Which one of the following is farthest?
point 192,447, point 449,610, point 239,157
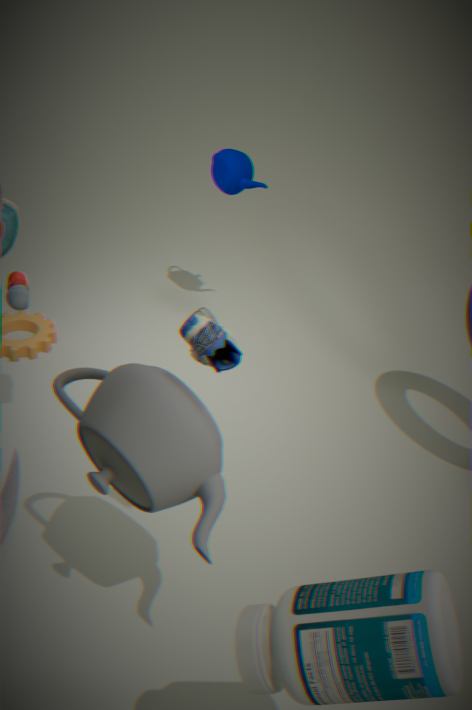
point 239,157
